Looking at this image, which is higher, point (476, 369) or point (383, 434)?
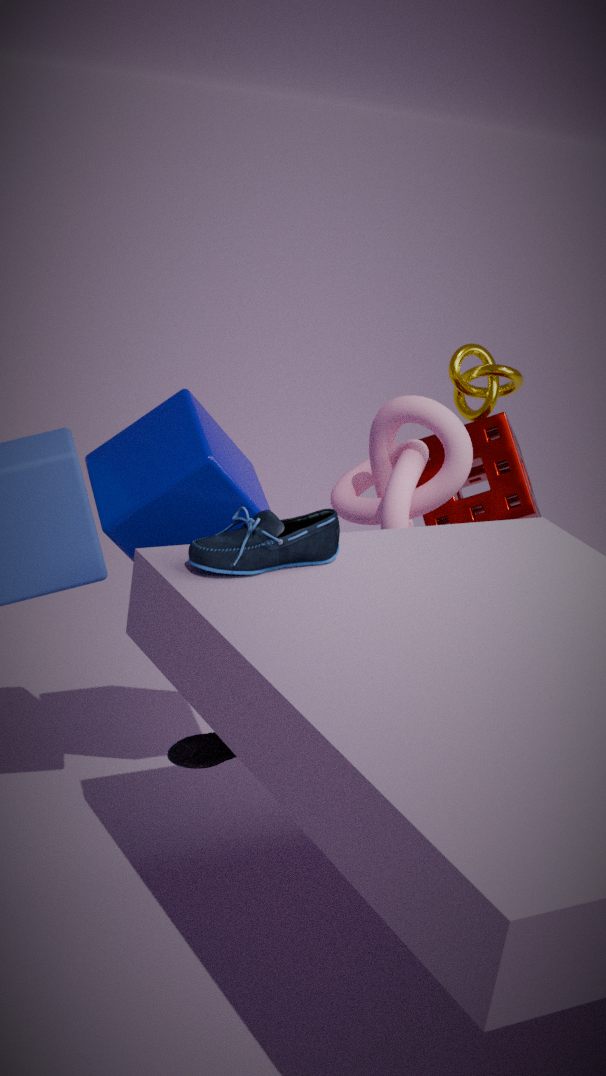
point (476, 369)
